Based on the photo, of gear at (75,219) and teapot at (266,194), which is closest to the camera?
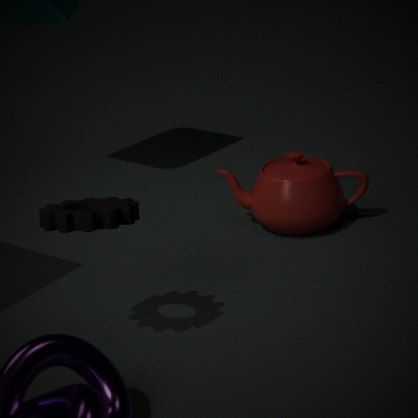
gear at (75,219)
